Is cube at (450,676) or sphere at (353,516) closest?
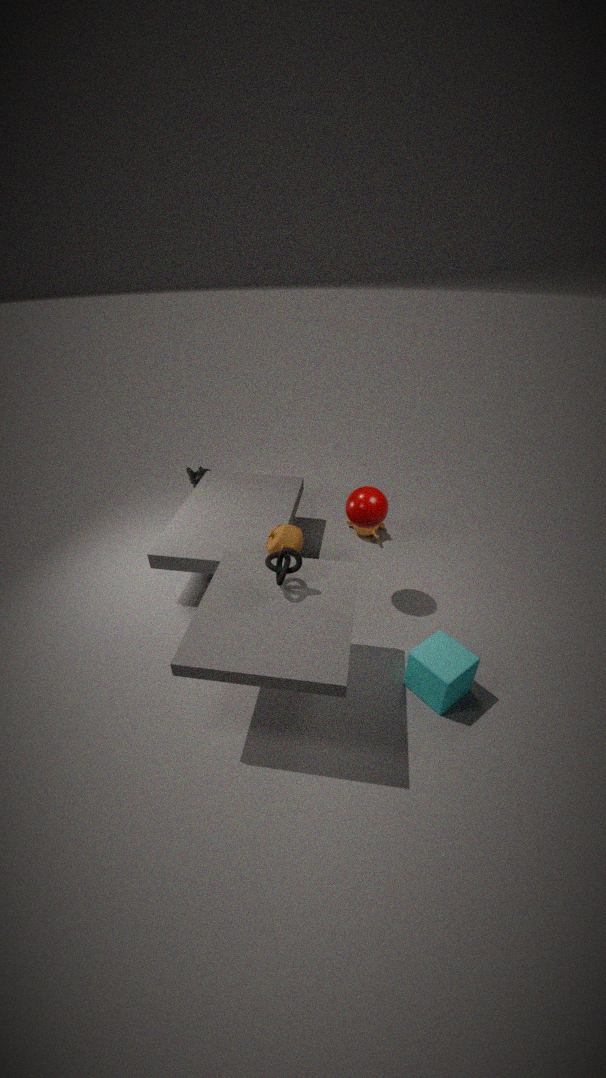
cube at (450,676)
